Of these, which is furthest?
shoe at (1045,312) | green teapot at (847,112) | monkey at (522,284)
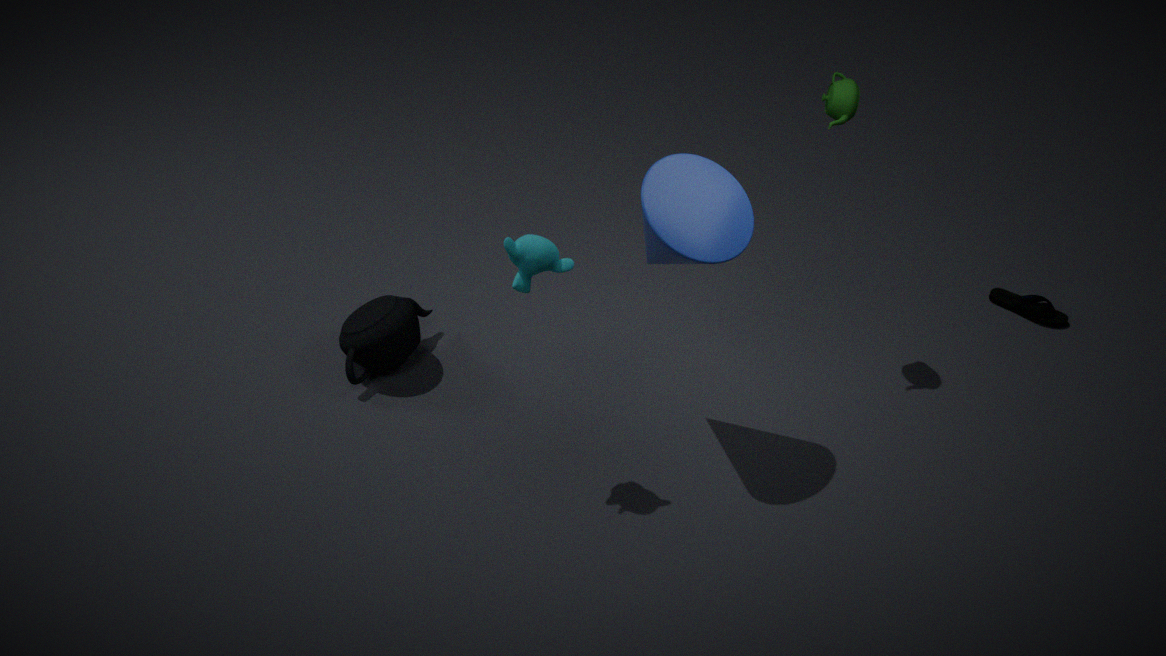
shoe at (1045,312)
